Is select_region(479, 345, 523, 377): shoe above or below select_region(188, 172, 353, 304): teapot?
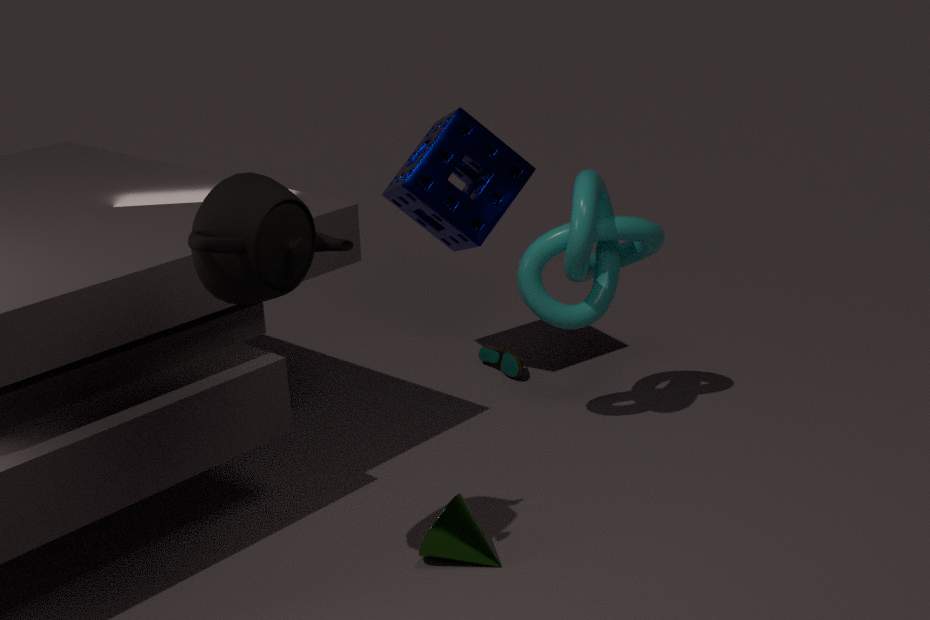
below
